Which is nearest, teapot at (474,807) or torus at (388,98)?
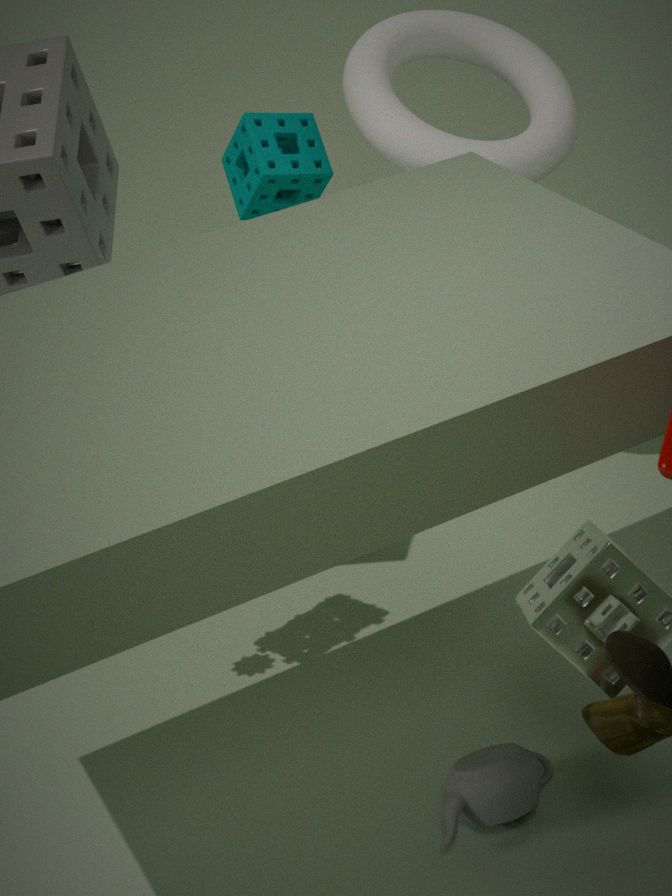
teapot at (474,807)
